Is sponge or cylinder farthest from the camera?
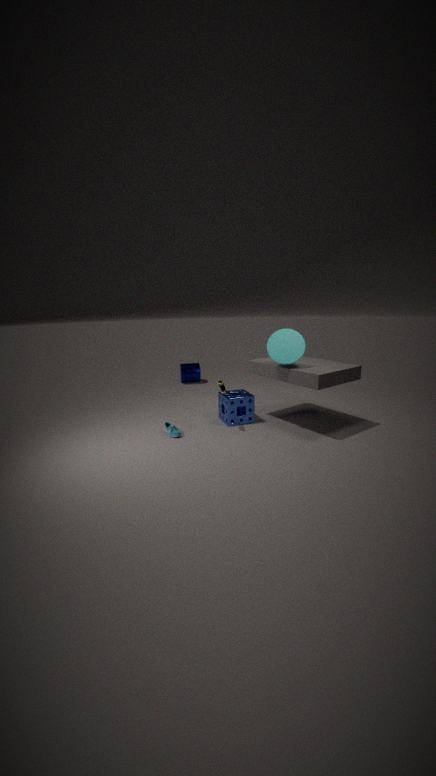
cylinder
